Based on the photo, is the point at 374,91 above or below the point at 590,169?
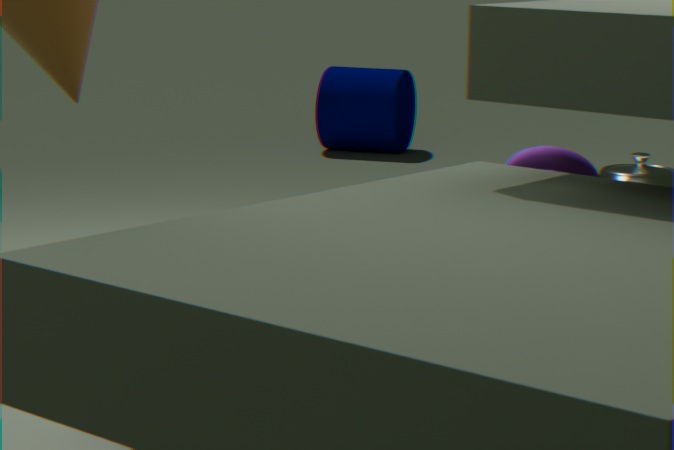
below
